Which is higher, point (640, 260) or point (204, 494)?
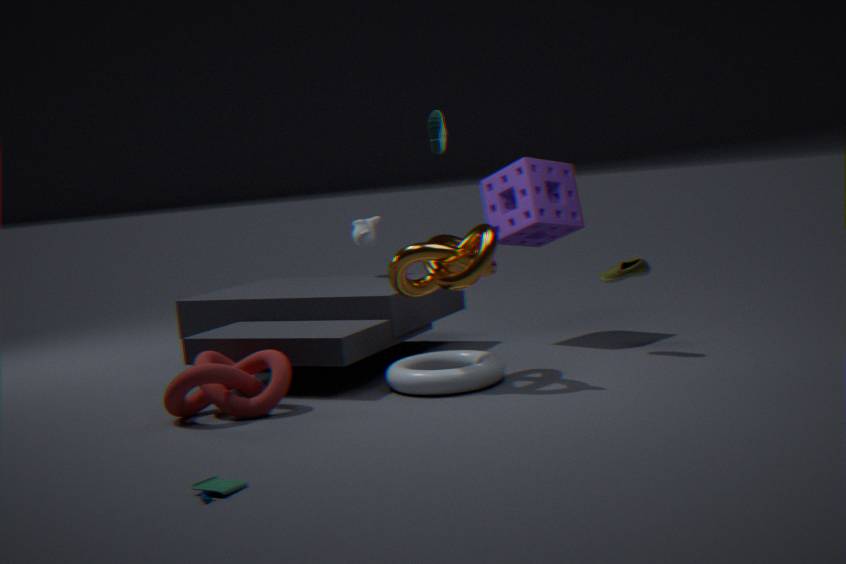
point (640, 260)
